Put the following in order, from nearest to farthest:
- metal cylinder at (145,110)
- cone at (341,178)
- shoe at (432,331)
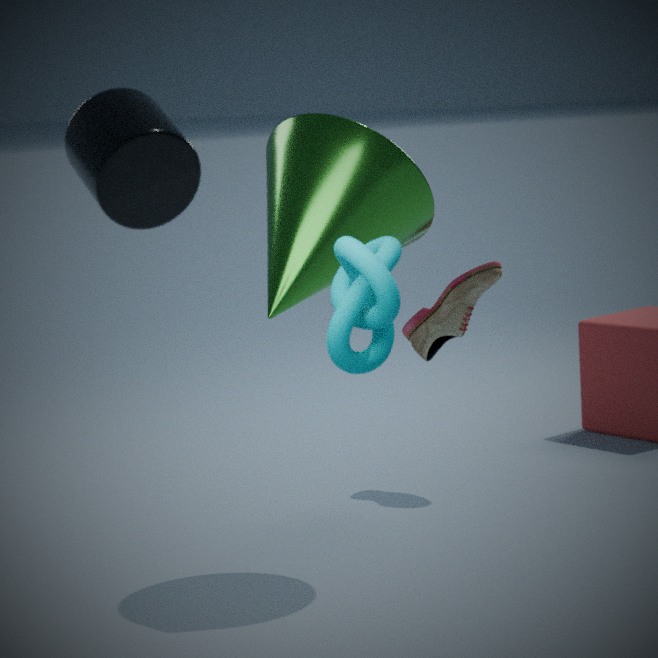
metal cylinder at (145,110) < cone at (341,178) < shoe at (432,331)
